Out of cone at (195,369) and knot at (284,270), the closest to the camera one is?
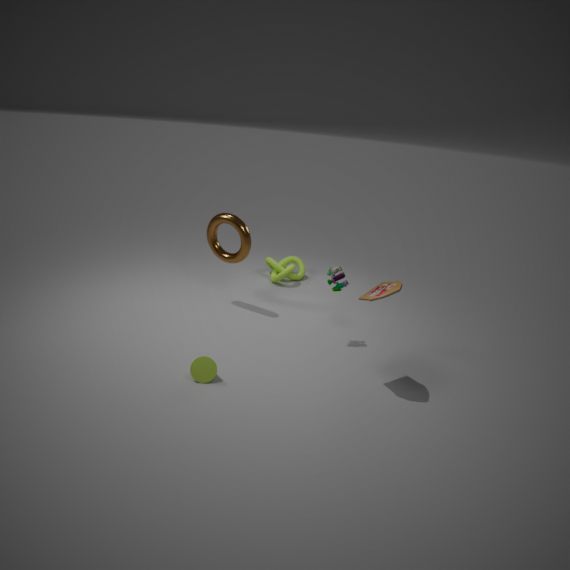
cone at (195,369)
